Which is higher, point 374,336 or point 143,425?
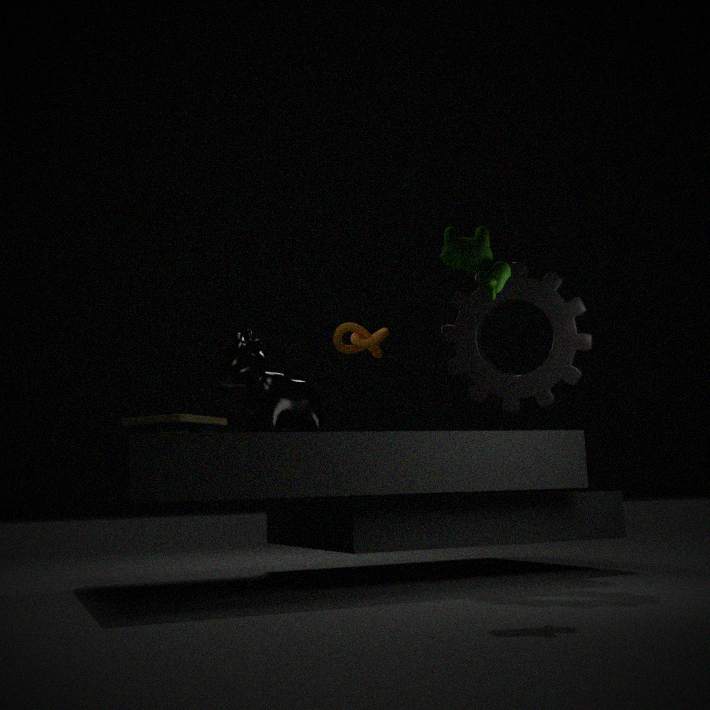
point 374,336
